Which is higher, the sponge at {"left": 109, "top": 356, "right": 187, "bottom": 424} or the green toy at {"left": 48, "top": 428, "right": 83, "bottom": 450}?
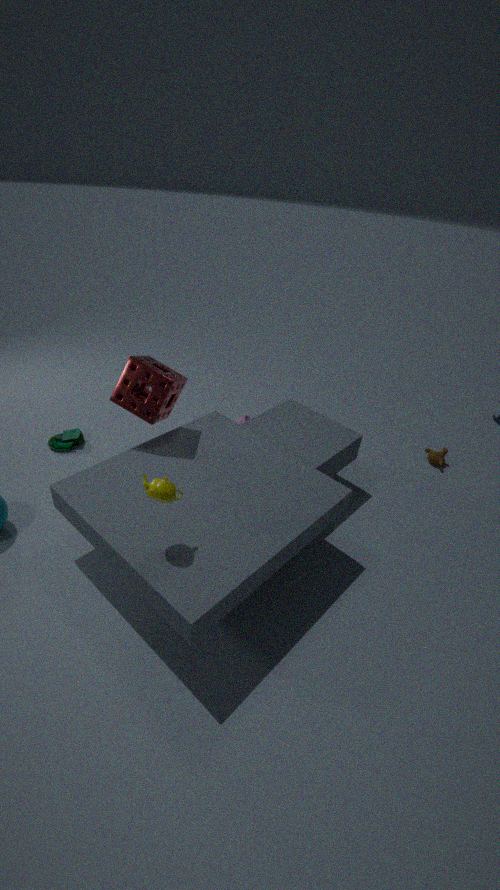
the sponge at {"left": 109, "top": 356, "right": 187, "bottom": 424}
